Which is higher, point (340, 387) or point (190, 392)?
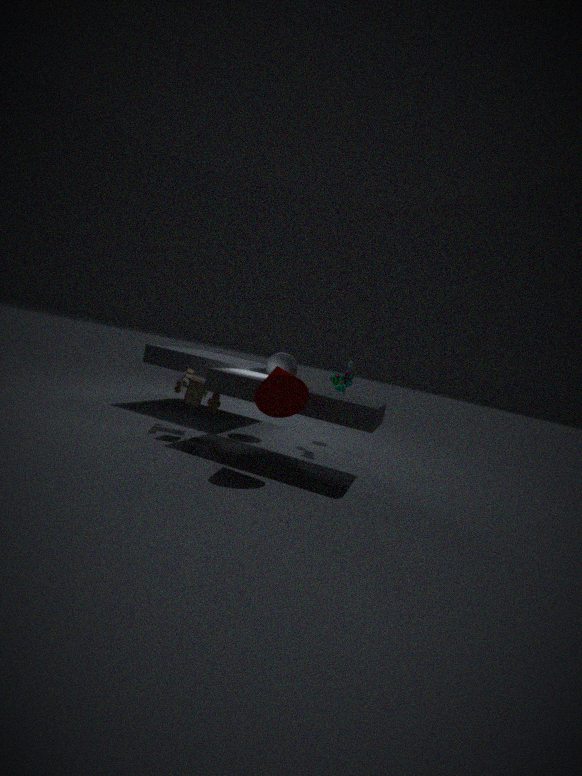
point (340, 387)
